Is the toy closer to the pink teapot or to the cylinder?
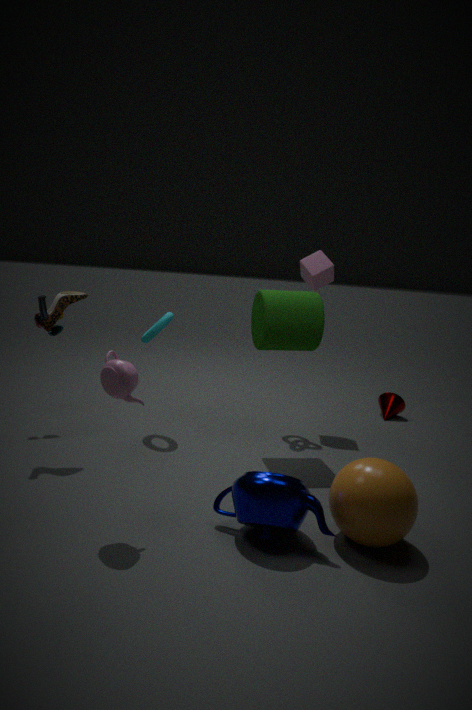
the cylinder
